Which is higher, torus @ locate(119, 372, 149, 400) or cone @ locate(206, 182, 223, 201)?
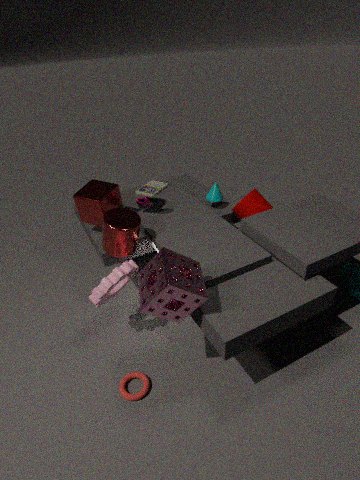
cone @ locate(206, 182, 223, 201)
